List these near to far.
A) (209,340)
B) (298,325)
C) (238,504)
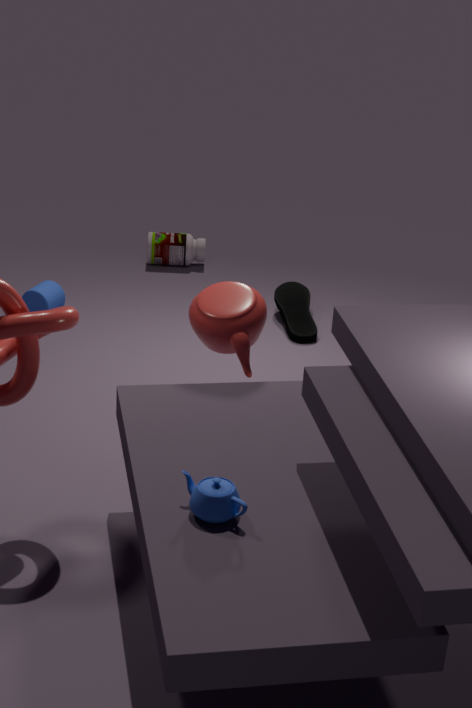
(238,504) → (209,340) → (298,325)
